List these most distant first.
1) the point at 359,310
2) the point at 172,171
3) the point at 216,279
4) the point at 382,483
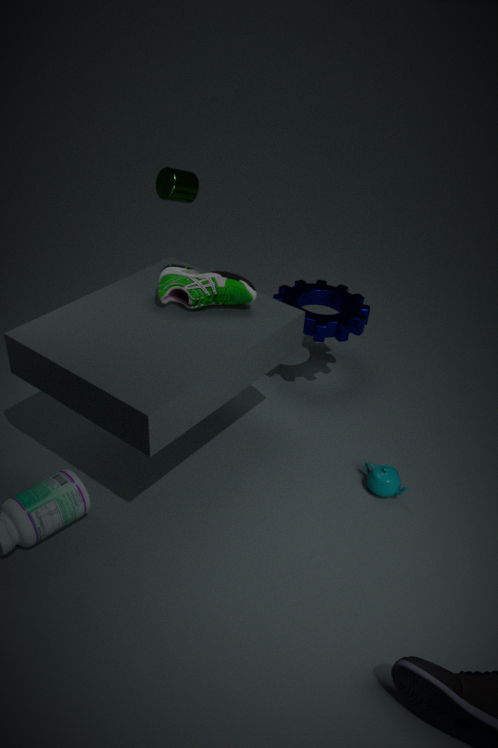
1. the point at 359,310 → 2. the point at 172,171 → 4. the point at 382,483 → 3. the point at 216,279
